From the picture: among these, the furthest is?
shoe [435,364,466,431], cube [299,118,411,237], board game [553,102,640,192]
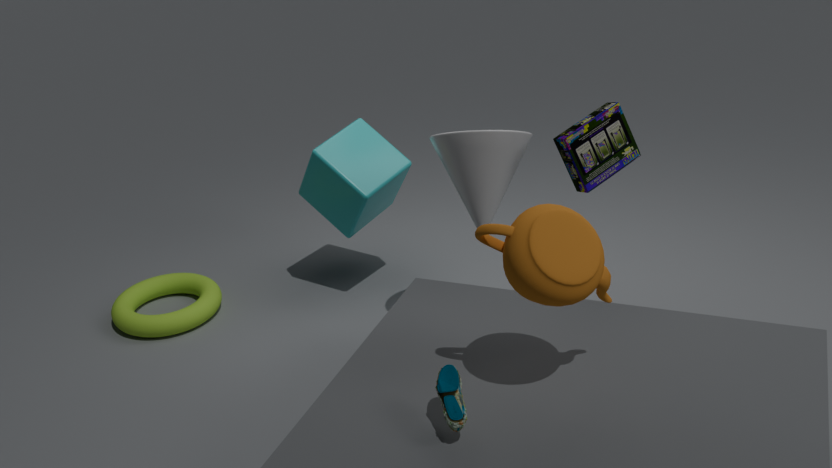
cube [299,118,411,237]
